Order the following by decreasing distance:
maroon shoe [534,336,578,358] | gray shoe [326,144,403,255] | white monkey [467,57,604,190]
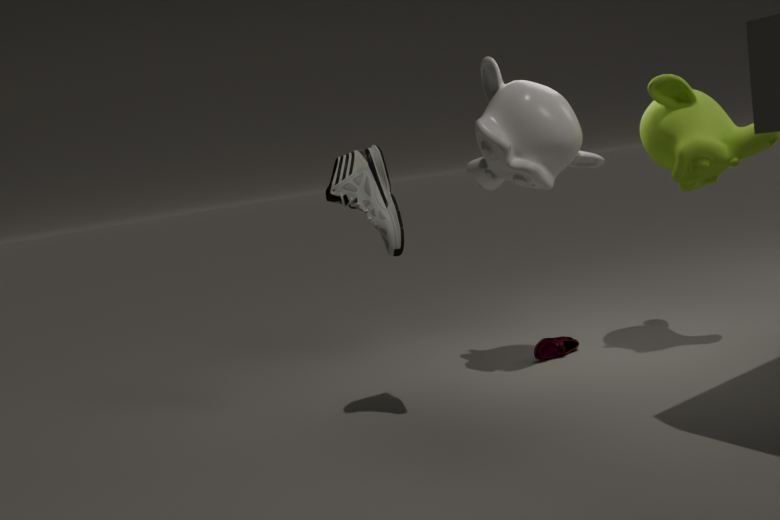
maroon shoe [534,336,578,358], white monkey [467,57,604,190], gray shoe [326,144,403,255]
